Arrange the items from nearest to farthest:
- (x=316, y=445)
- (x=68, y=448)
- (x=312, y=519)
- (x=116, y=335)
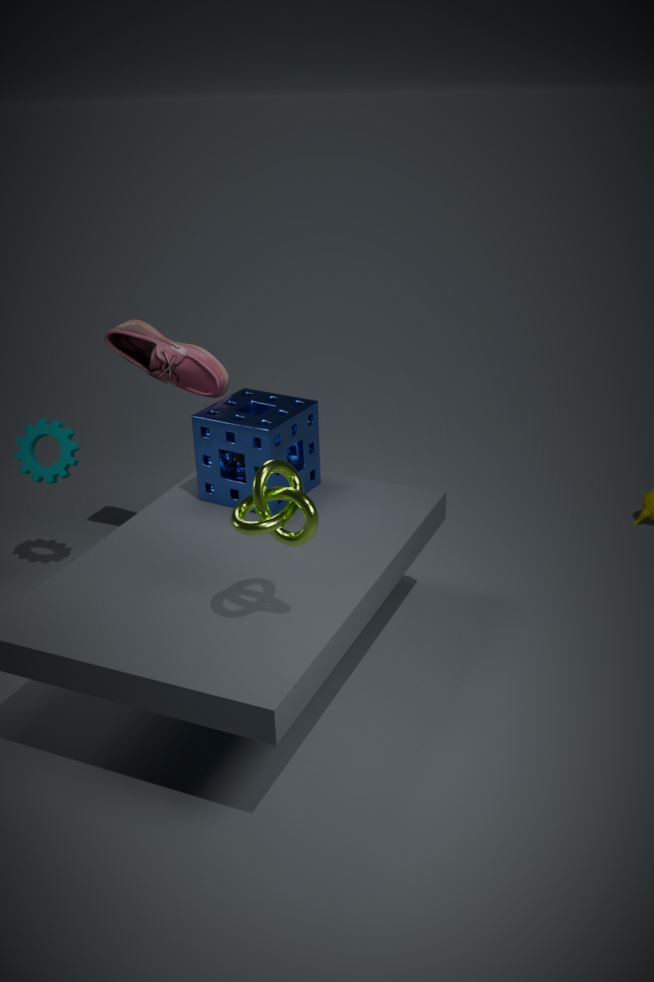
(x=312, y=519) → (x=316, y=445) → (x=68, y=448) → (x=116, y=335)
